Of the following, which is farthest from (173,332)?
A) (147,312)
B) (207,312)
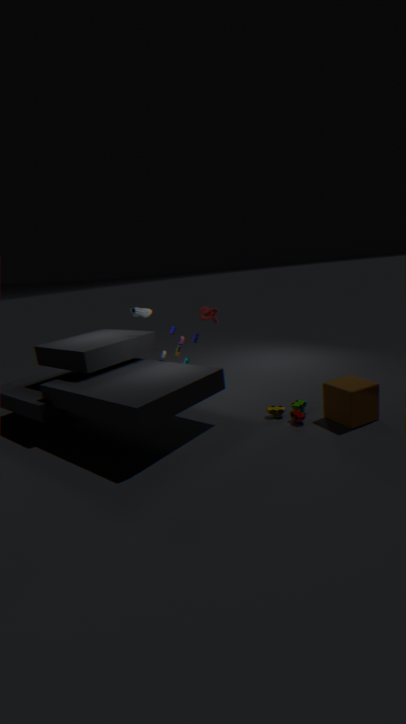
(207,312)
